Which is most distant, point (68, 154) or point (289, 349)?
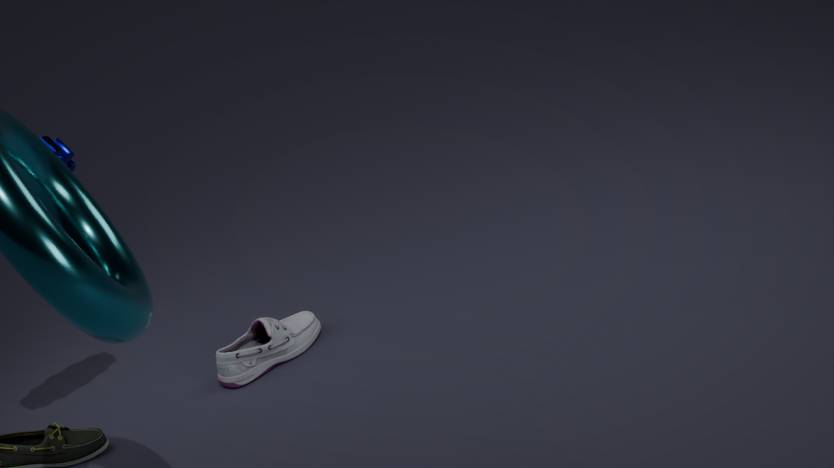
point (289, 349)
